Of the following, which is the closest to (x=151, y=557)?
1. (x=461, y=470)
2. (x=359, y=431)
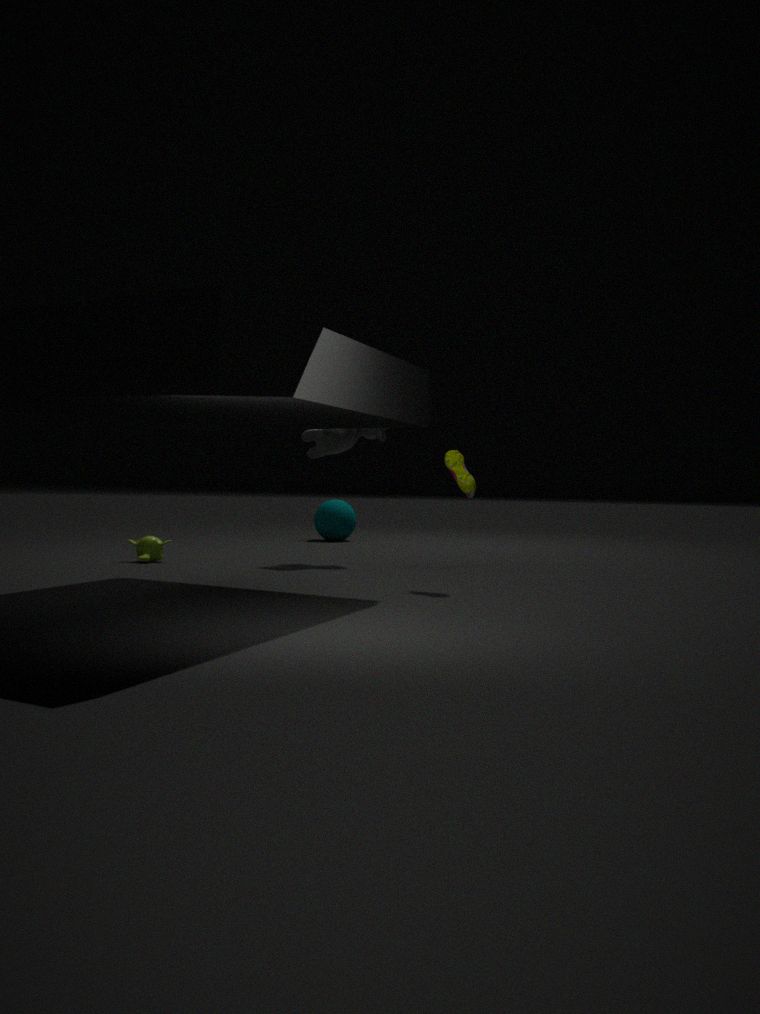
(x=359, y=431)
